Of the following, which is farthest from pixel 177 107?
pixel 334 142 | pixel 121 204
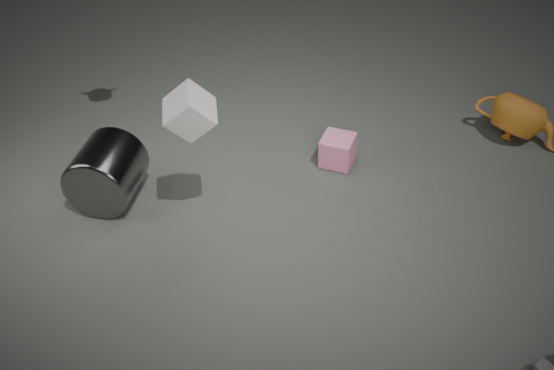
pixel 334 142
